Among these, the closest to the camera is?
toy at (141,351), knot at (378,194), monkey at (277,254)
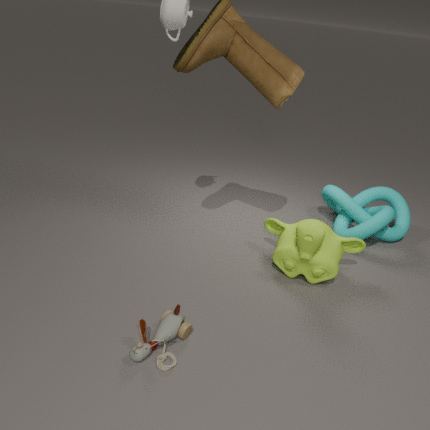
toy at (141,351)
